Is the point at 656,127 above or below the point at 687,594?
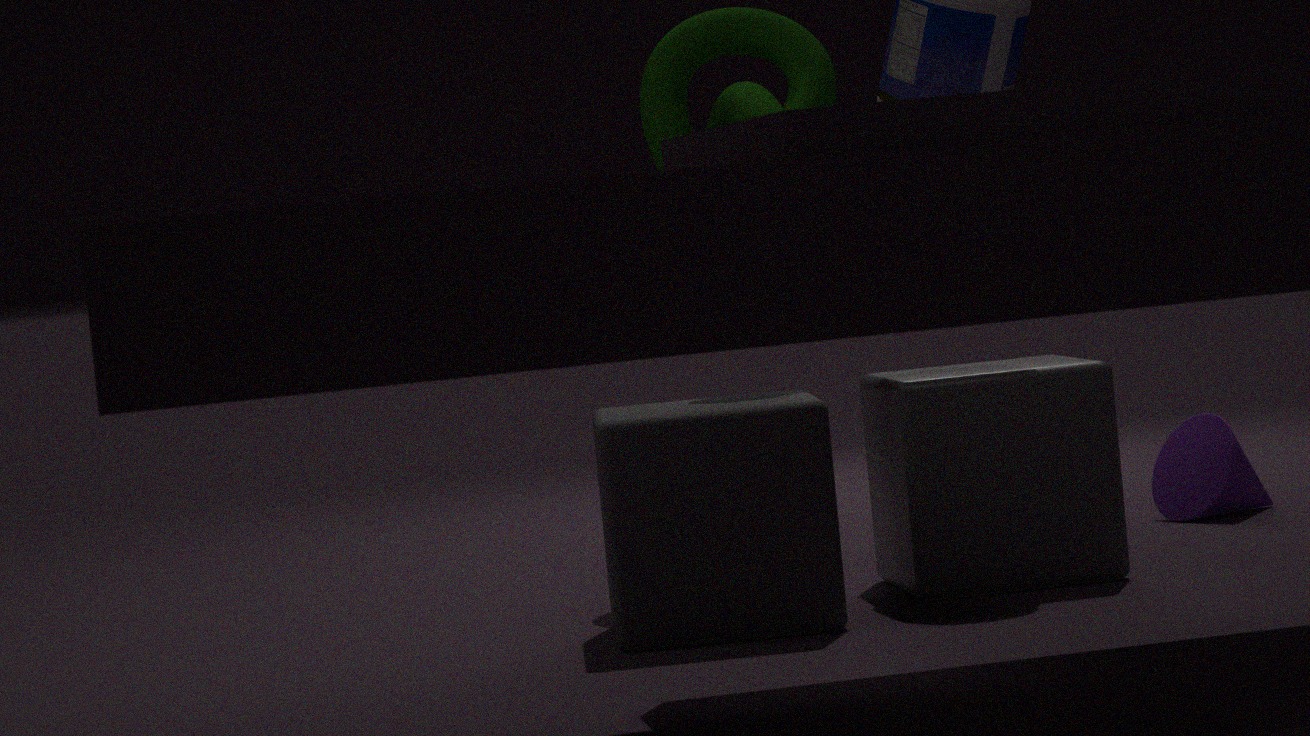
above
